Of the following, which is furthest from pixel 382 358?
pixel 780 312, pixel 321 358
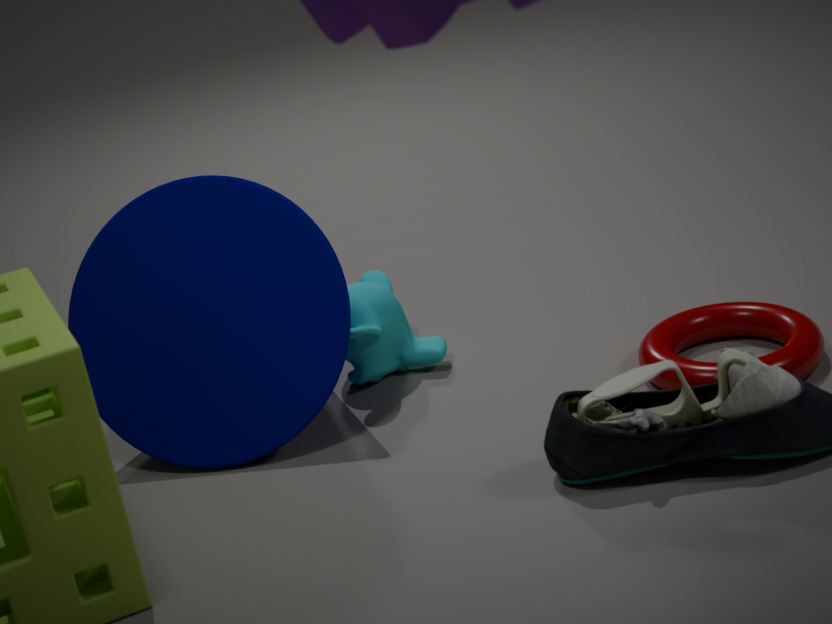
pixel 780 312
